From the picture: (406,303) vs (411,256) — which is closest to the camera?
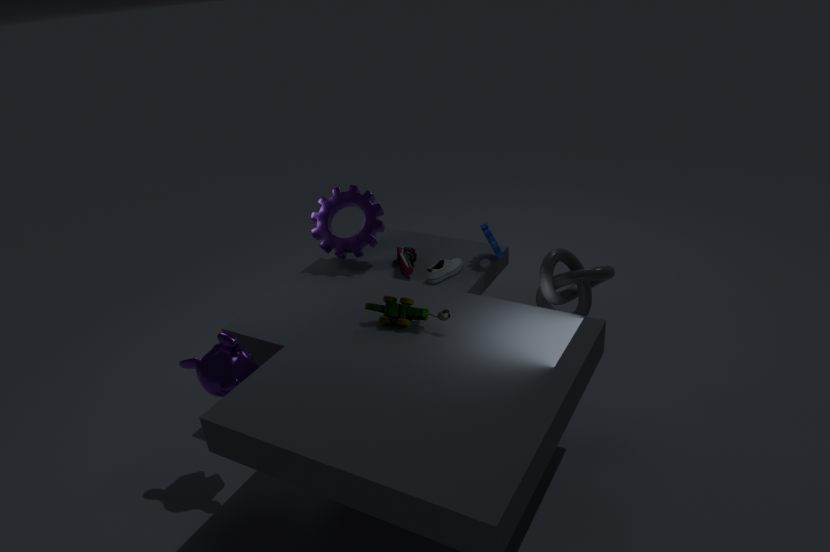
(406,303)
